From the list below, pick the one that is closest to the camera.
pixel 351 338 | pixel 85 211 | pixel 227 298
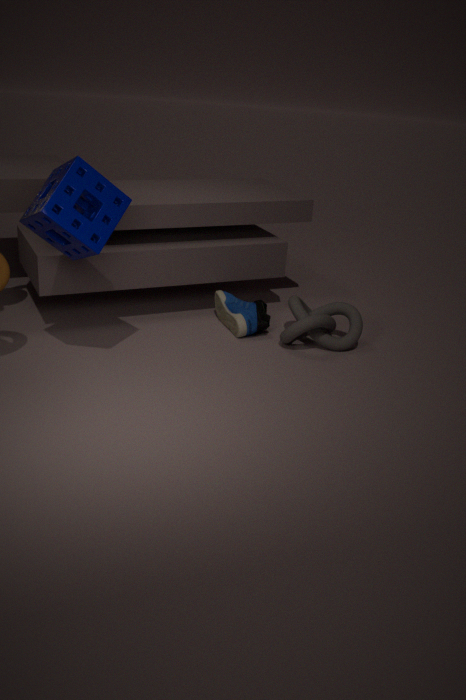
pixel 85 211
